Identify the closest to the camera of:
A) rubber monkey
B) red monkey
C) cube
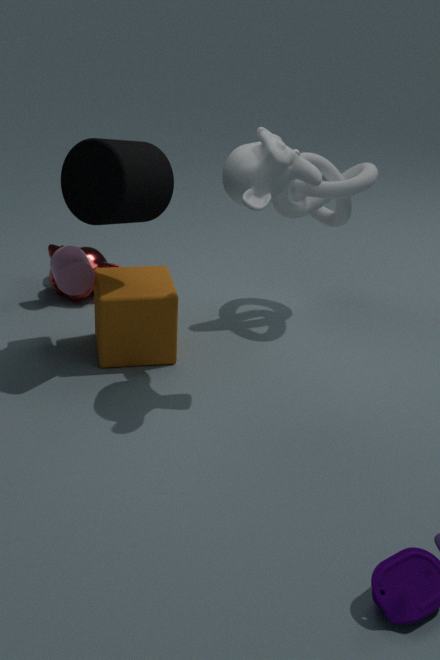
rubber monkey
